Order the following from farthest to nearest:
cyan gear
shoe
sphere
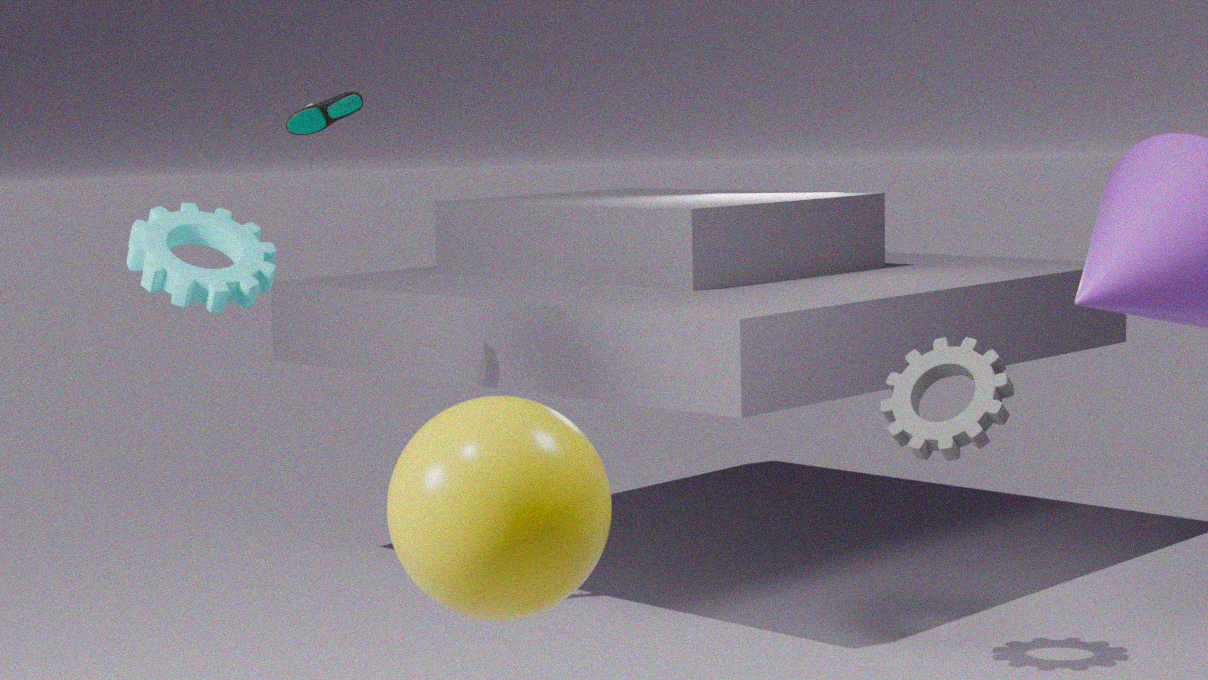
1. shoe
2. cyan gear
3. sphere
